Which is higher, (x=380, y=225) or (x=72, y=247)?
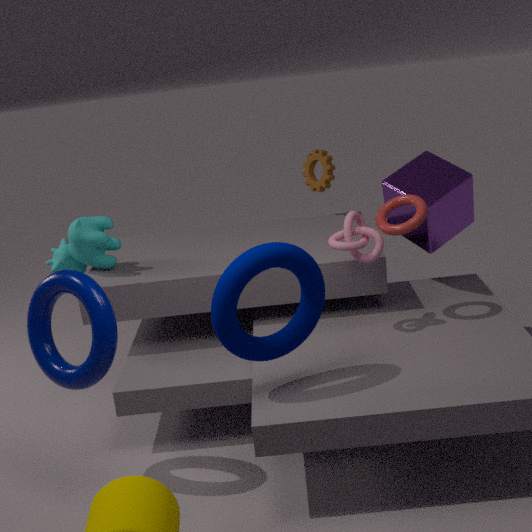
(x=380, y=225)
